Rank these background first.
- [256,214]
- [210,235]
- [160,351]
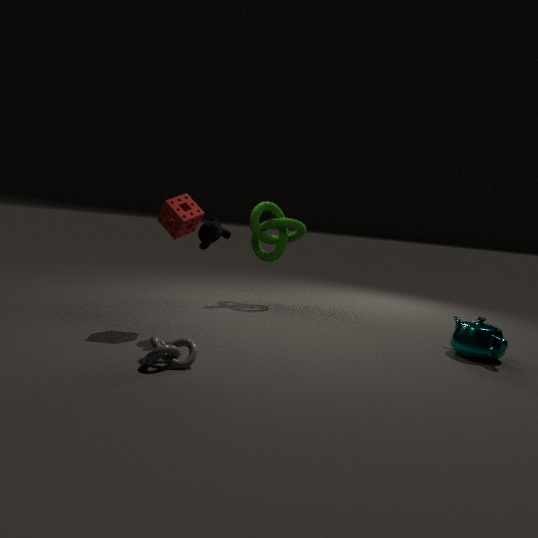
[256,214] → [210,235] → [160,351]
